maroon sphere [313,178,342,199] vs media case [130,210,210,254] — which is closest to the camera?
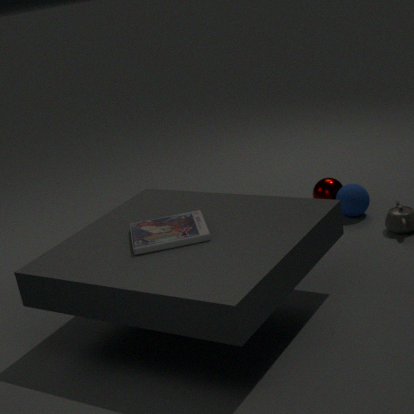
media case [130,210,210,254]
